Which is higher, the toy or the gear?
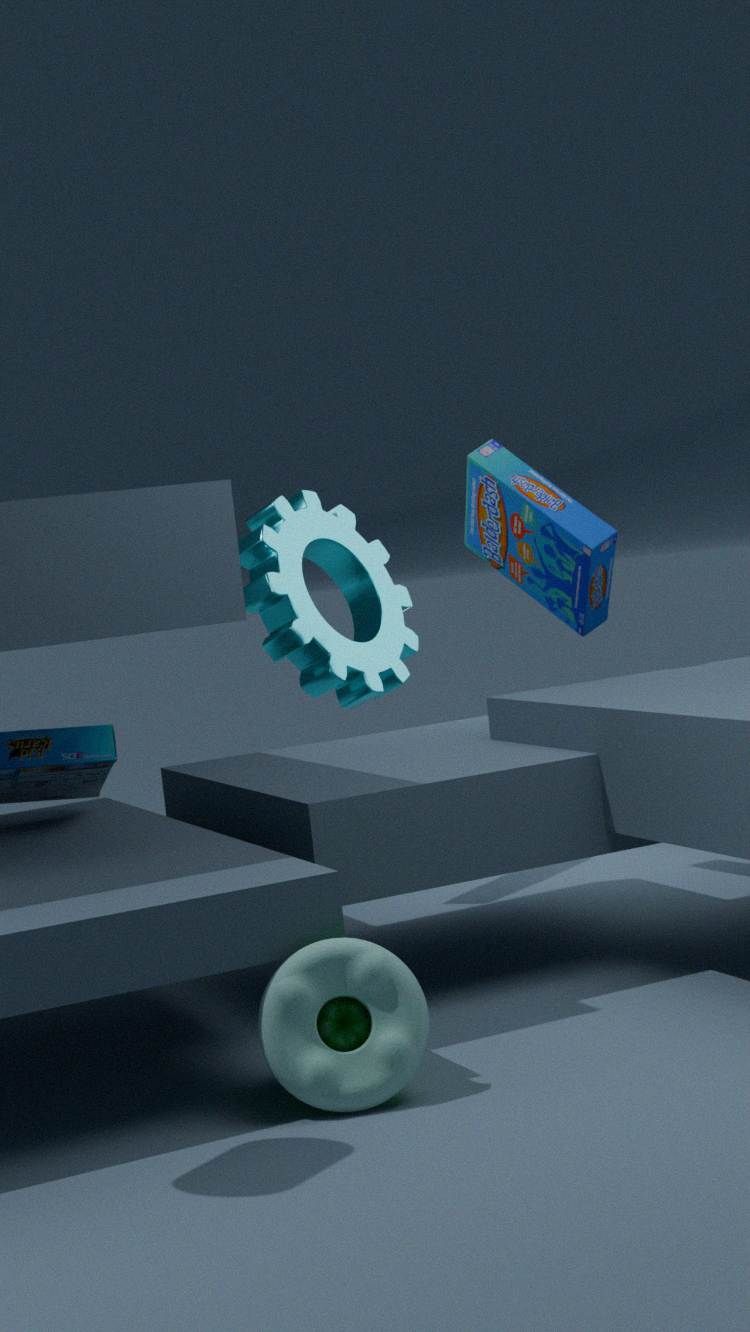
the gear
